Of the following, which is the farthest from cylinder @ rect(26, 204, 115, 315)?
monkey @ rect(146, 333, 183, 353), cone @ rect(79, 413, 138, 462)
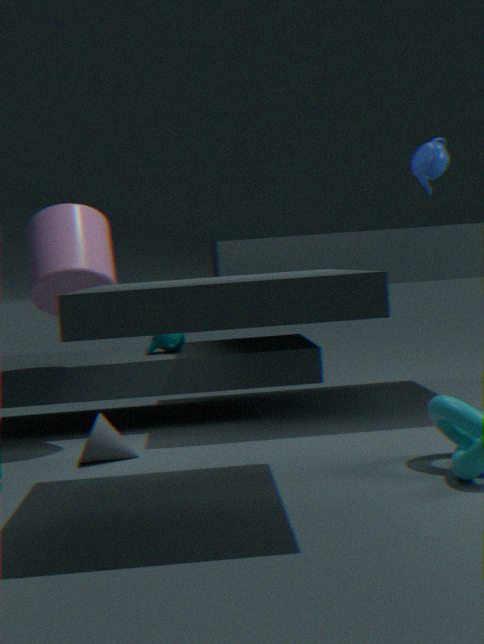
cone @ rect(79, 413, 138, 462)
